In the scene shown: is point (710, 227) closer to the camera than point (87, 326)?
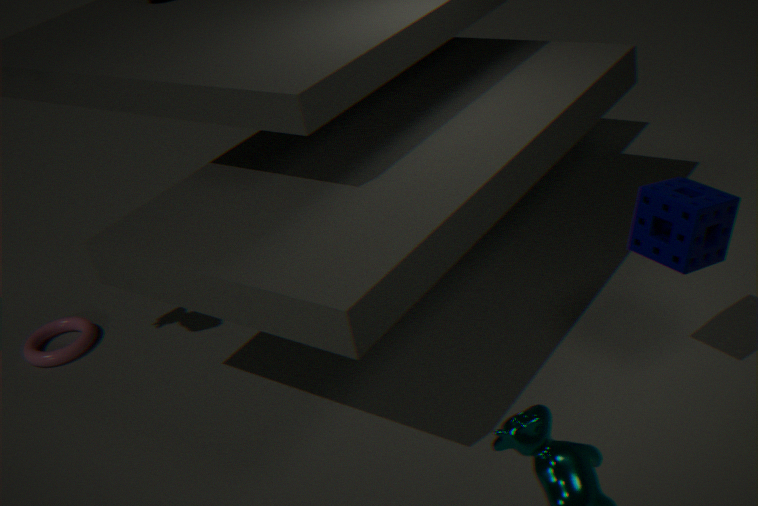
Yes
